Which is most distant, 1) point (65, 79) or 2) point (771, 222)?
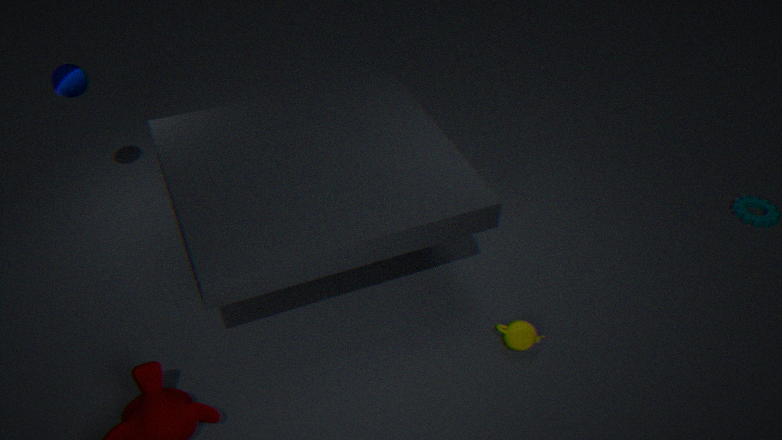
2. point (771, 222)
